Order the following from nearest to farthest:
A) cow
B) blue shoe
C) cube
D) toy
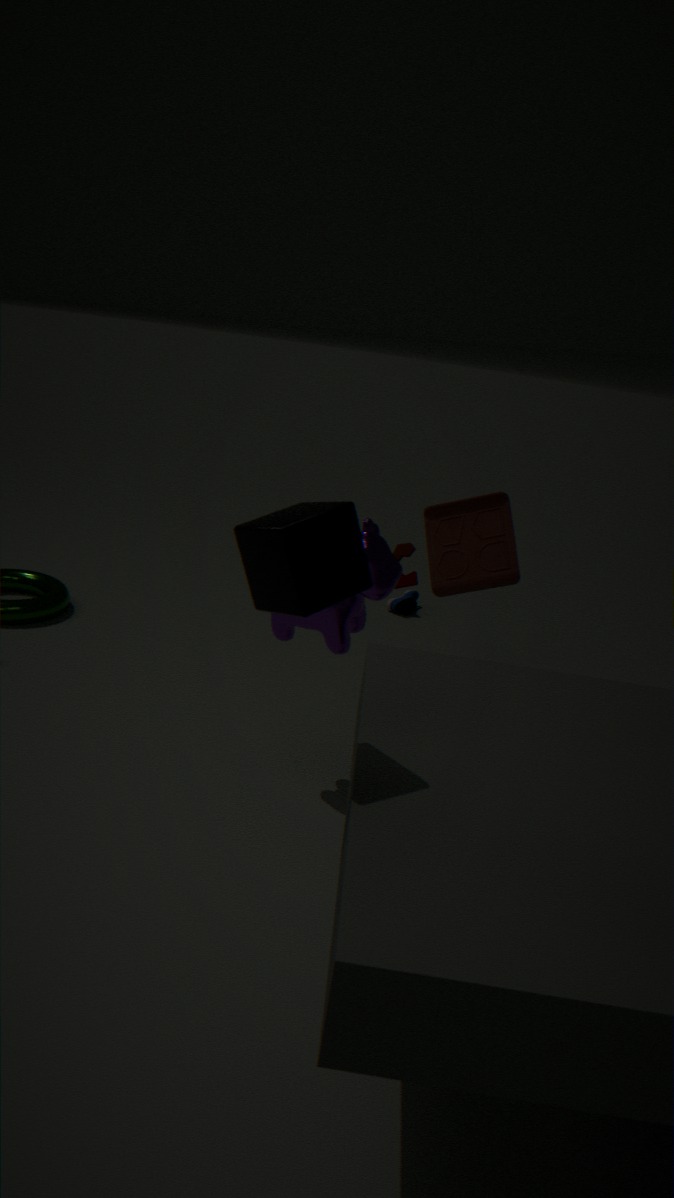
cube
cow
toy
blue shoe
